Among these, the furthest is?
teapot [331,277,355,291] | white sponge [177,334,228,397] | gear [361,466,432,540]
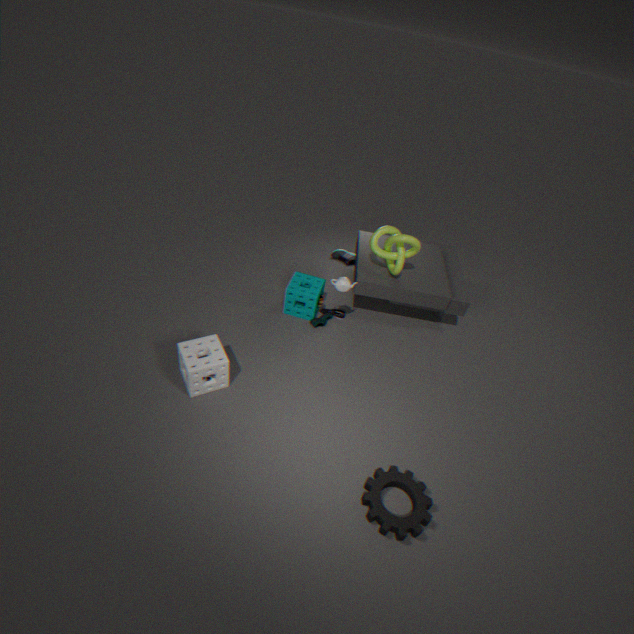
teapot [331,277,355,291]
